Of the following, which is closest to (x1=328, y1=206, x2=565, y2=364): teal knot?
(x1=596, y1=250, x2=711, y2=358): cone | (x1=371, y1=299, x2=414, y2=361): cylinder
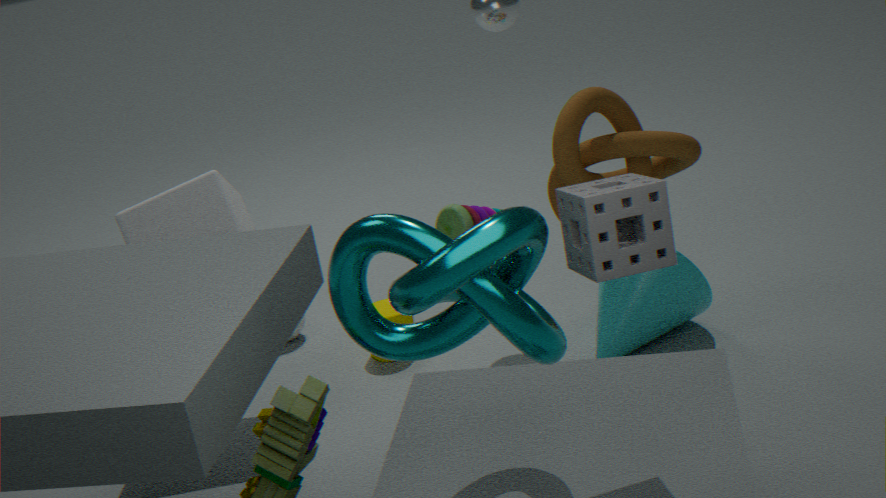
(x1=596, y1=250, x2=711, y2=358): cone
